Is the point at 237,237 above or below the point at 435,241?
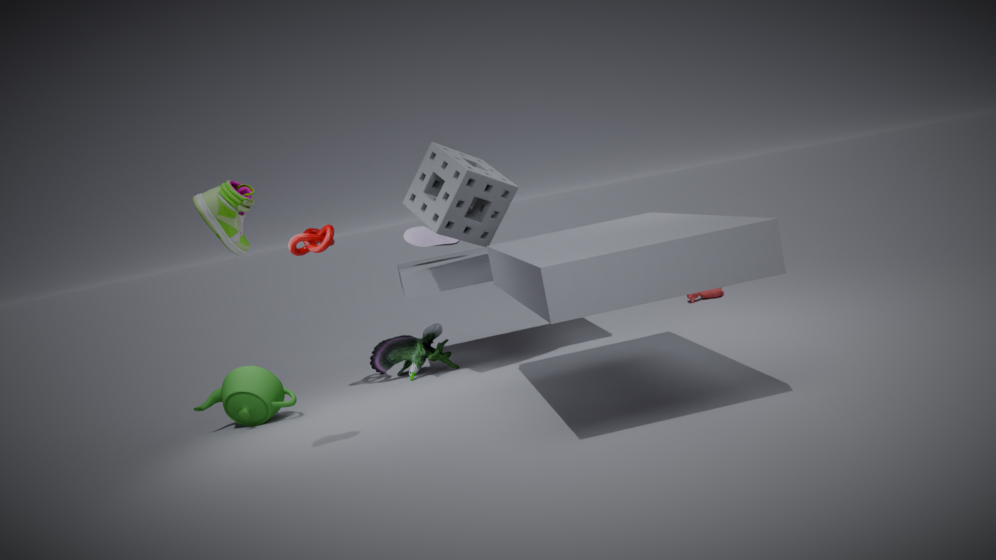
above
